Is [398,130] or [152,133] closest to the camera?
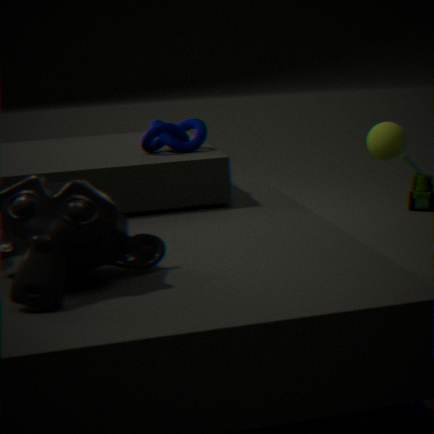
[152,133]
